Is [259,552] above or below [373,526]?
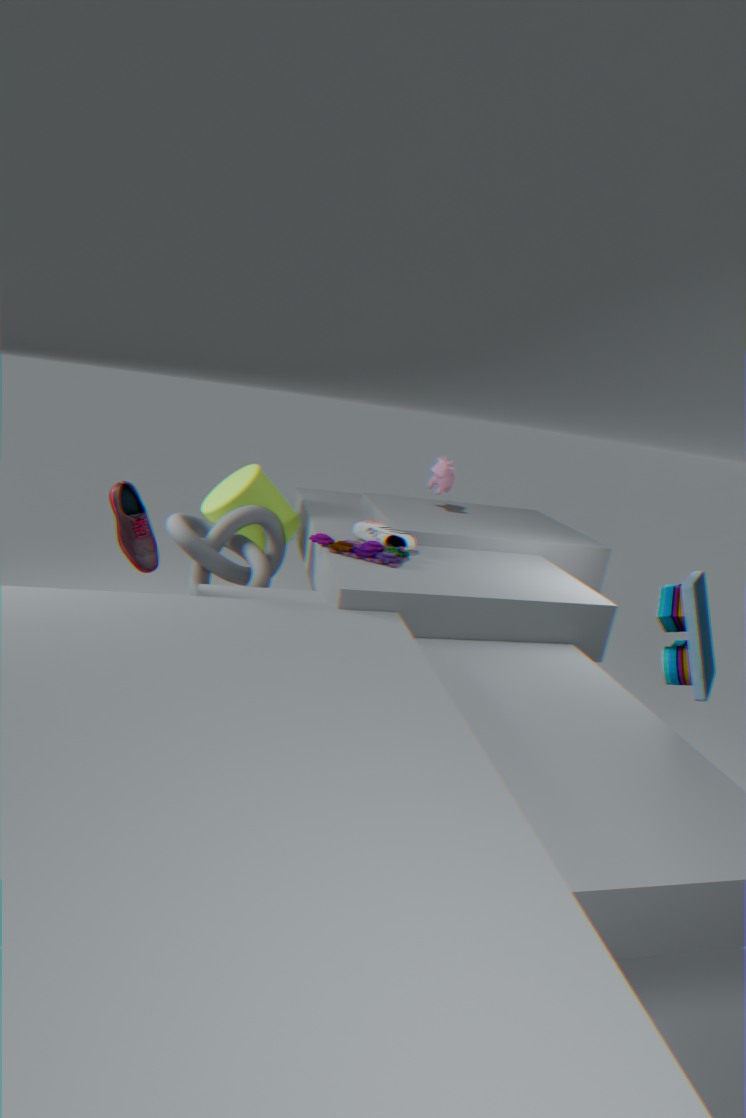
below
